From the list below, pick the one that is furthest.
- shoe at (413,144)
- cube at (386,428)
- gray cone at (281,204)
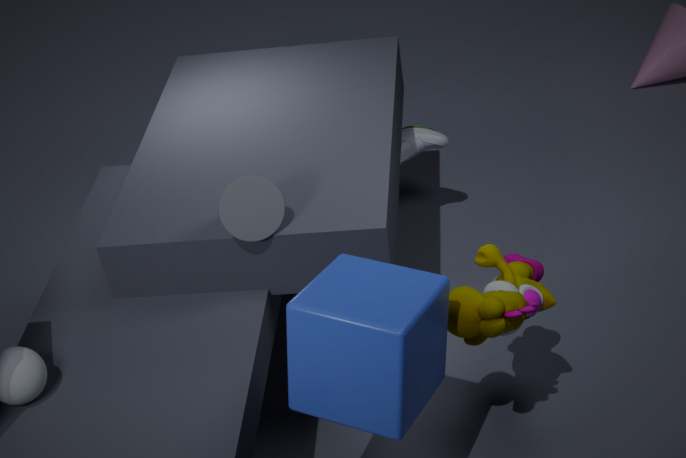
shoe at (413,144)
